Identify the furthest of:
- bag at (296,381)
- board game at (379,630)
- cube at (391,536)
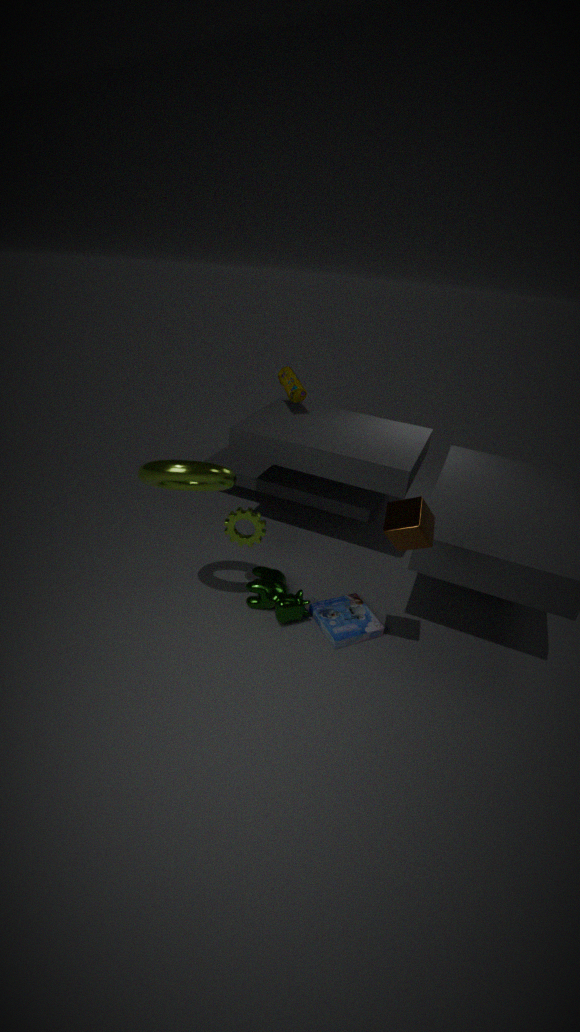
bag at (296,381)
